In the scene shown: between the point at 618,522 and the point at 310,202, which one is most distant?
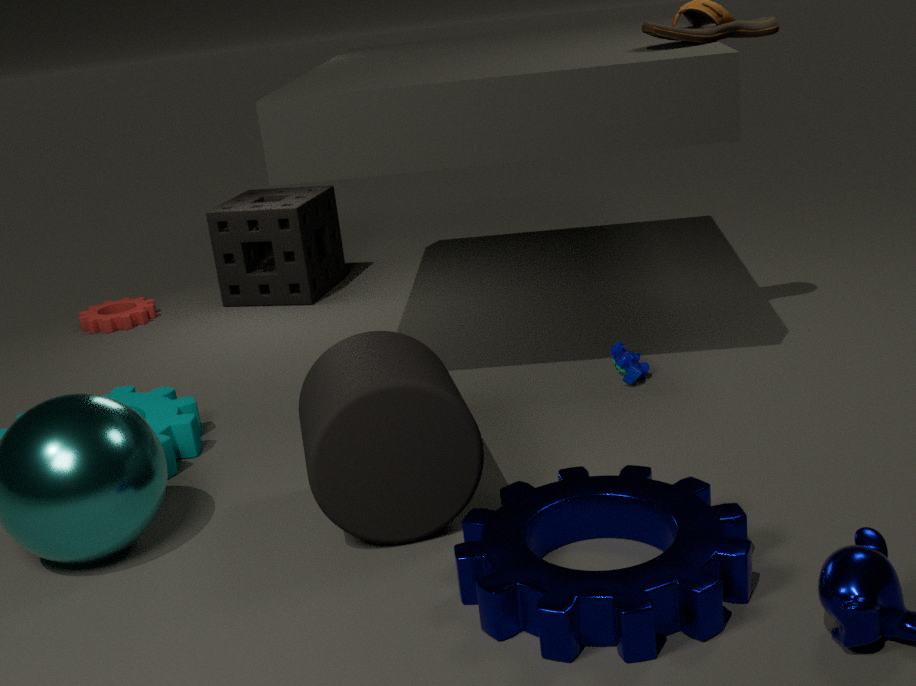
the point at 310,202
